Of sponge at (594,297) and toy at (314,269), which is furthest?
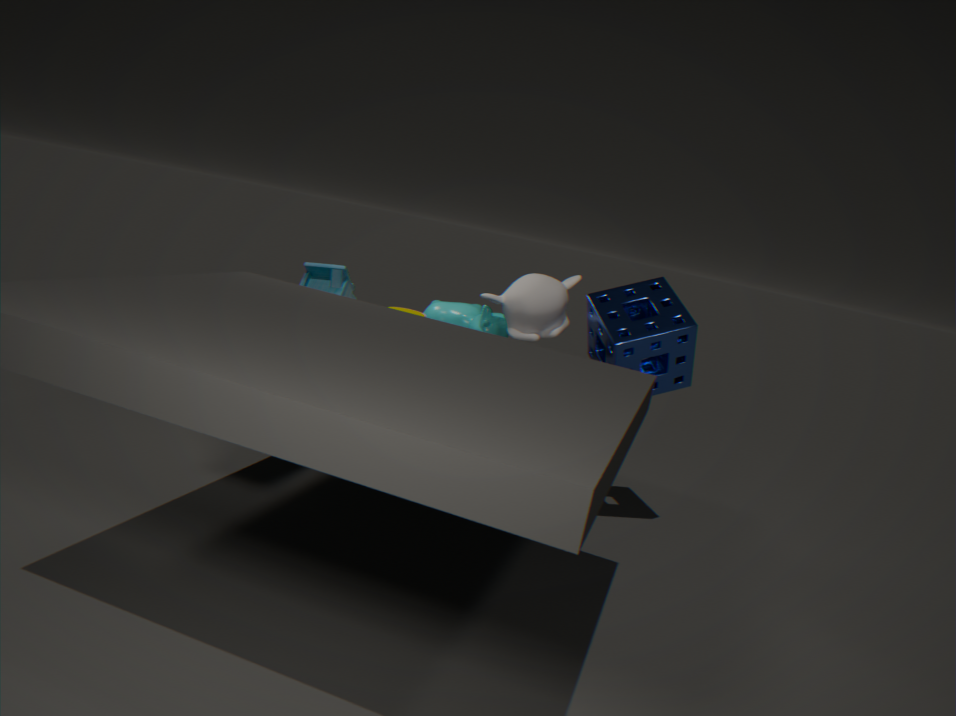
toy at (314,269)
